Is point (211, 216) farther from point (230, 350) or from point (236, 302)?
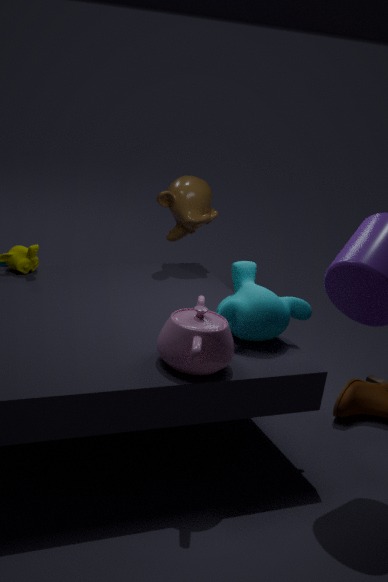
point (230, 350)
